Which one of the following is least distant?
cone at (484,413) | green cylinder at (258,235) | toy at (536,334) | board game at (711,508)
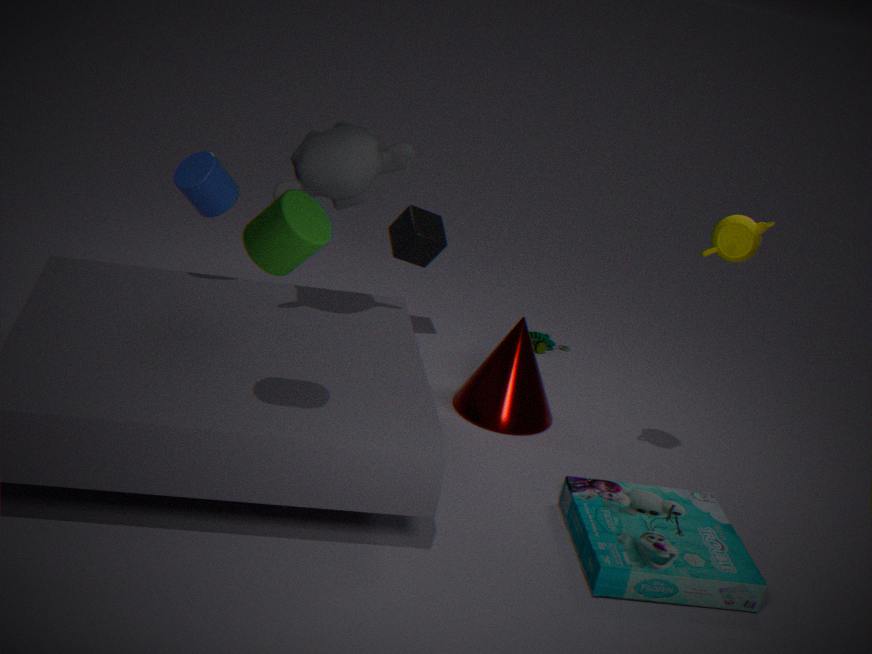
green cylinder at (258,235)
